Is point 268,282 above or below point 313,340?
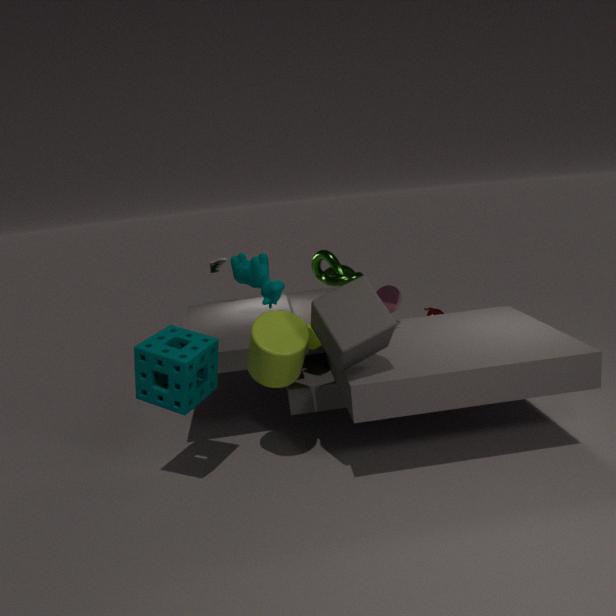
above
